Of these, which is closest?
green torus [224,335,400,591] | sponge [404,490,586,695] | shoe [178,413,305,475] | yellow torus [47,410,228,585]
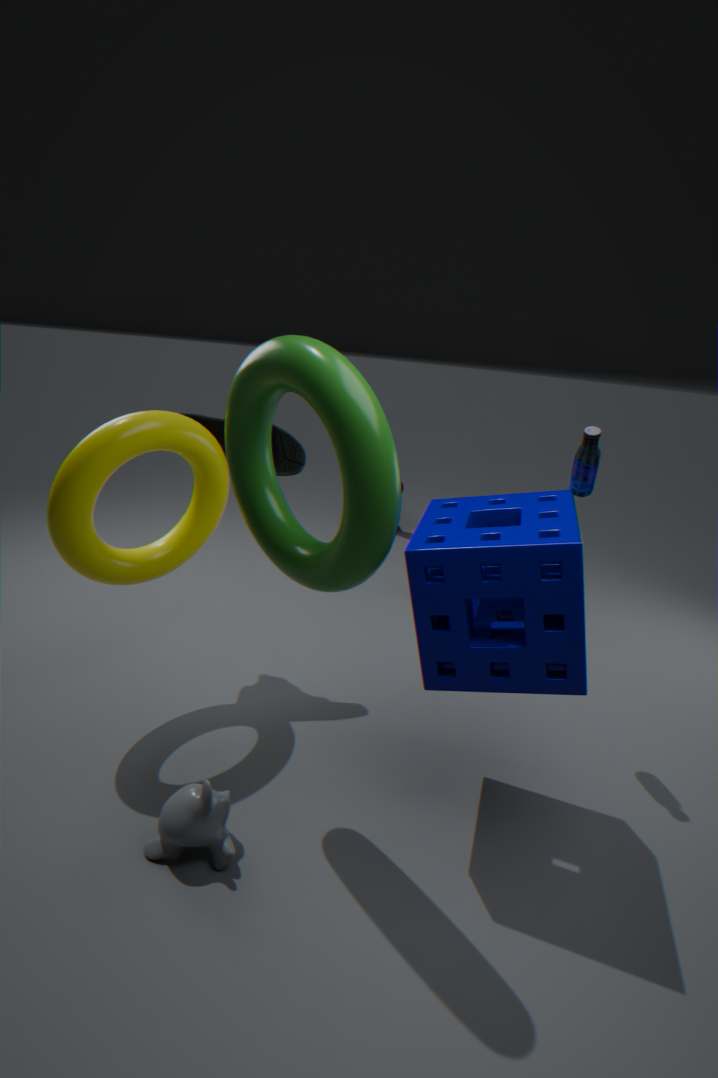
green torus [224,335,400,591]
